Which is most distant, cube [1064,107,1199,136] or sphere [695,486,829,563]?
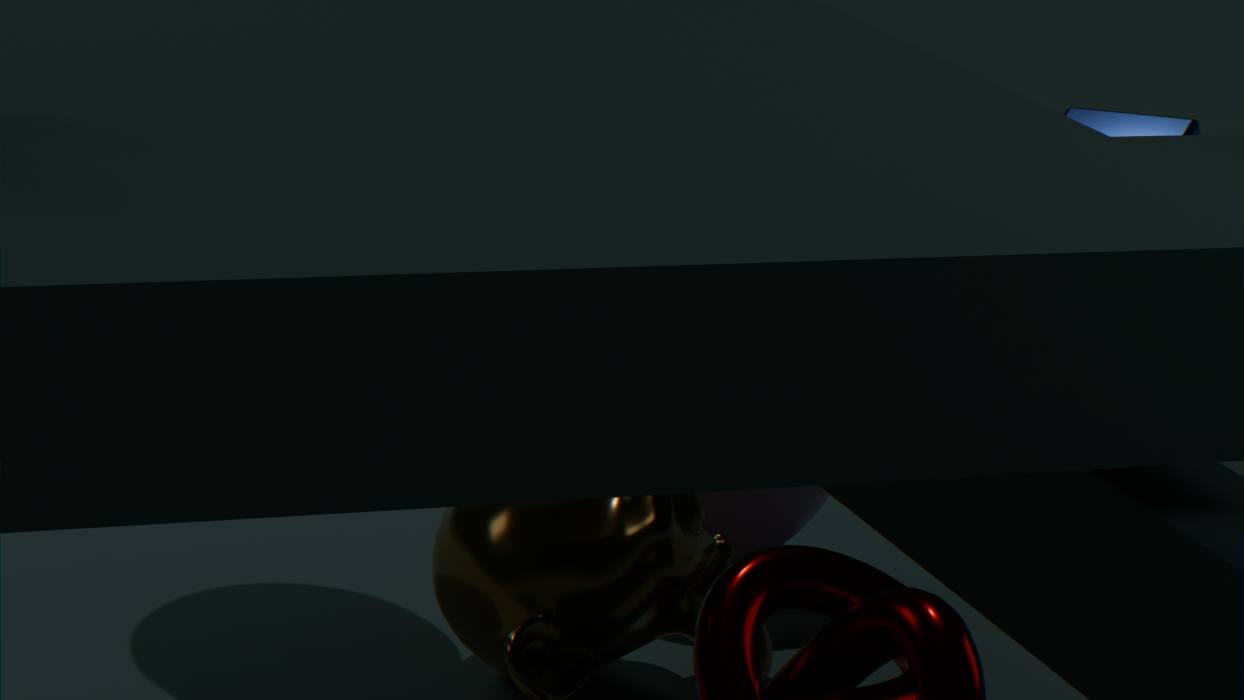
cube [1064,107,1199,136]
